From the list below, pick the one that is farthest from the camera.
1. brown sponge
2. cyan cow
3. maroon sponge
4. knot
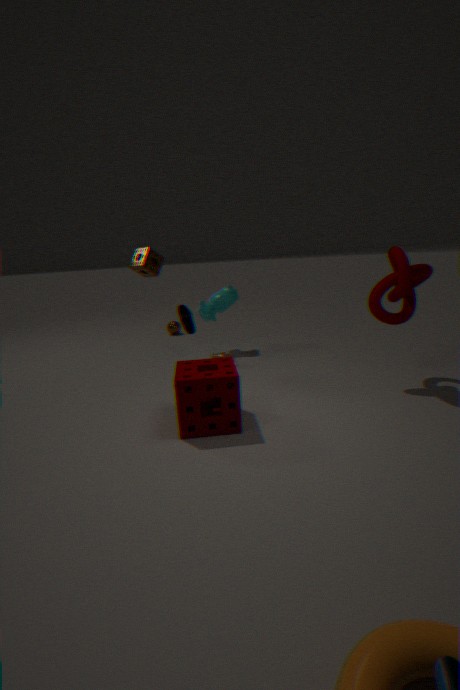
cyan cow
